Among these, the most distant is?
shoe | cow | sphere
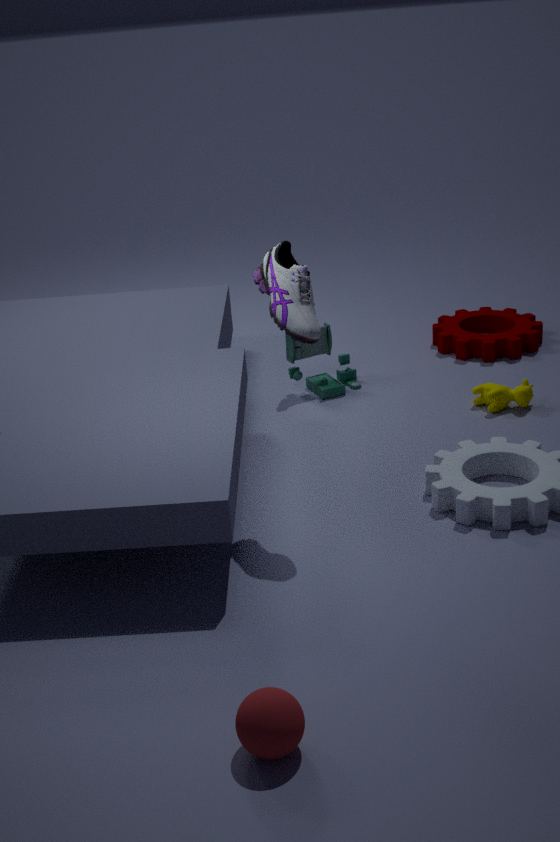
cow
